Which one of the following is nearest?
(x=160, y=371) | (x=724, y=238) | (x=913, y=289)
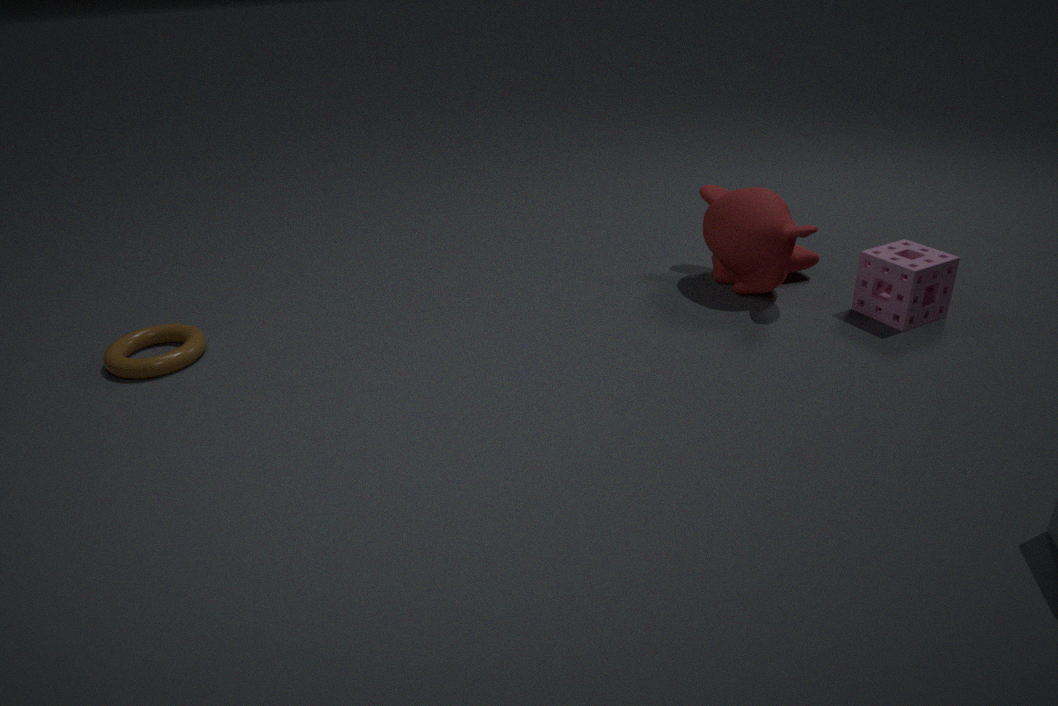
(x=913, y=289)
